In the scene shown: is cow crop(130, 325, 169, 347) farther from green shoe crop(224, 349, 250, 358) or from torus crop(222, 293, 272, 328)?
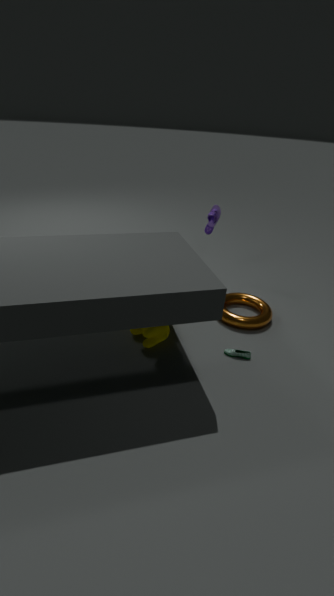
green shoe crop(224, 349, 250, 358)
